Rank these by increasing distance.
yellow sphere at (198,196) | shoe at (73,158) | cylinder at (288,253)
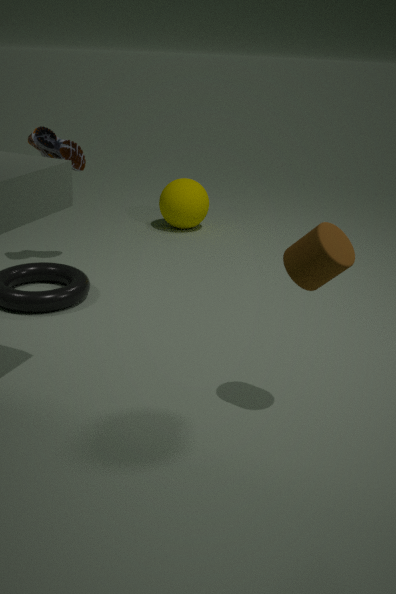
cylinder at (288,253)
shoe at (73,158)
yellow sphere at (198,196)
